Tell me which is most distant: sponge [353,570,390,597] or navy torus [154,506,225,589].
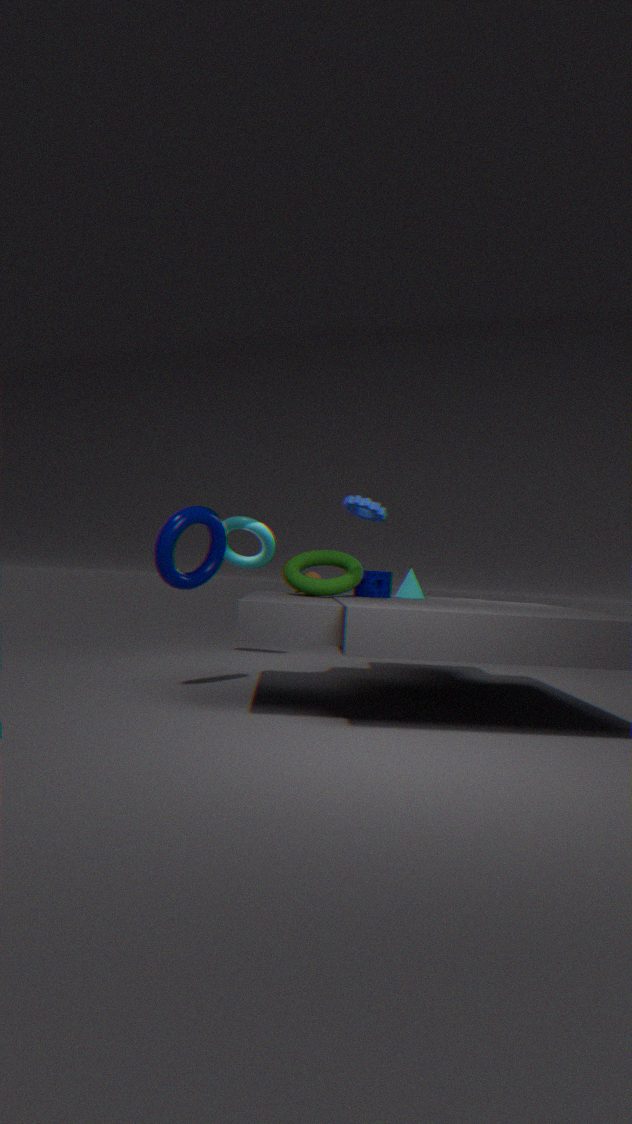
sponge [353,570,390,597]
